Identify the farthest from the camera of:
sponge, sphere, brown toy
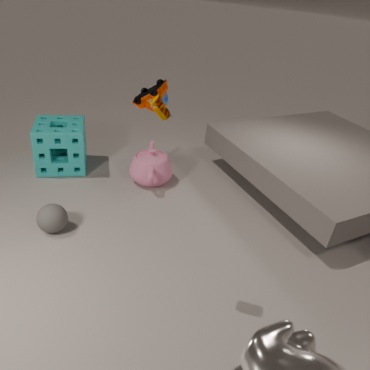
sponge
